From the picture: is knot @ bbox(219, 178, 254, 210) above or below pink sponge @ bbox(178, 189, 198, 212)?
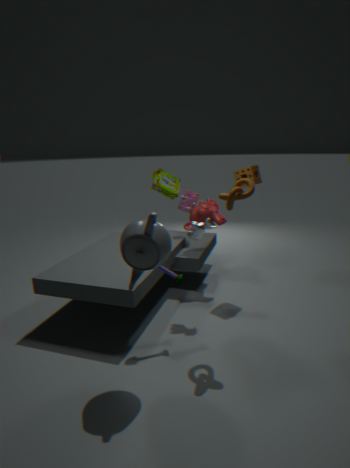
above
